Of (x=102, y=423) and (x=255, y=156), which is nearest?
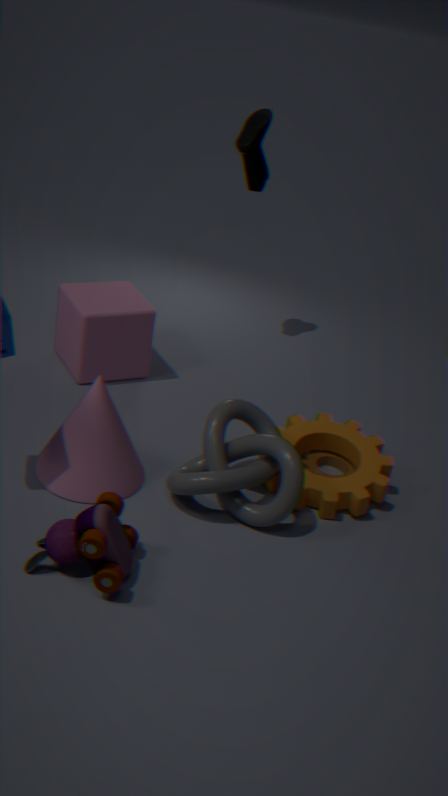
(x=102, y=423)
